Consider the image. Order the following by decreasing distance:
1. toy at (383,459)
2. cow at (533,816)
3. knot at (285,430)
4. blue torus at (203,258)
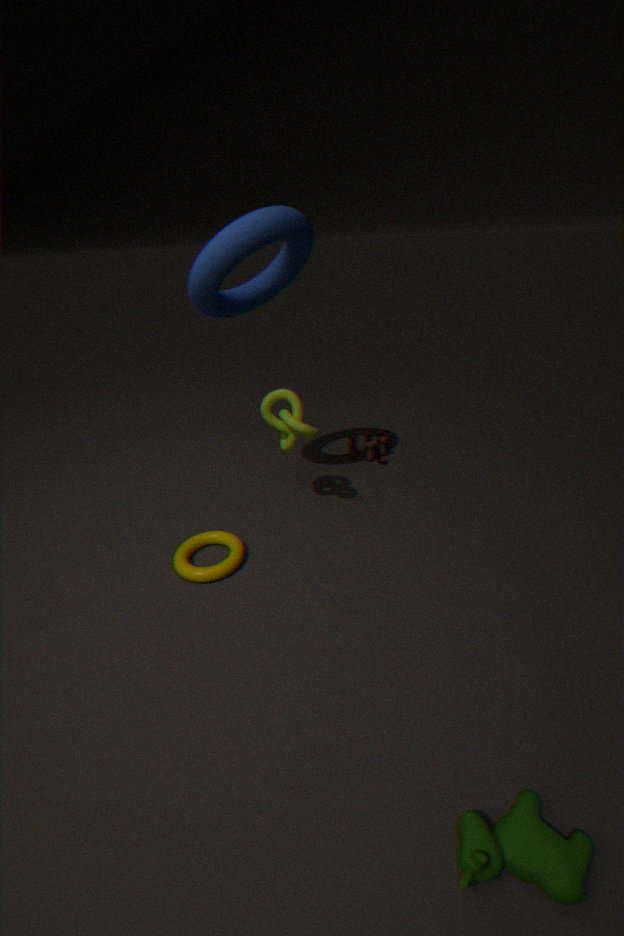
toy at (383,459), knot at (285,430), blue torus at (203,258), cow at (533,816)
